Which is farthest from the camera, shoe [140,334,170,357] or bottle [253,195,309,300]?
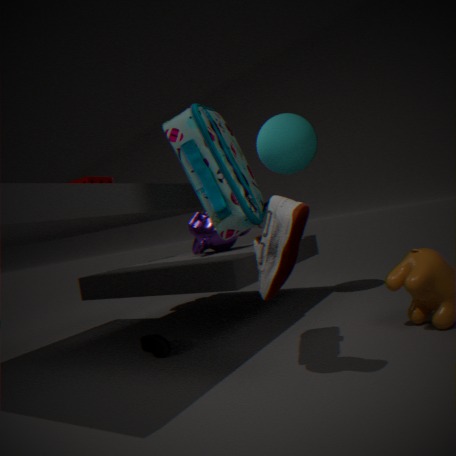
shoe [140,334,170,357]
